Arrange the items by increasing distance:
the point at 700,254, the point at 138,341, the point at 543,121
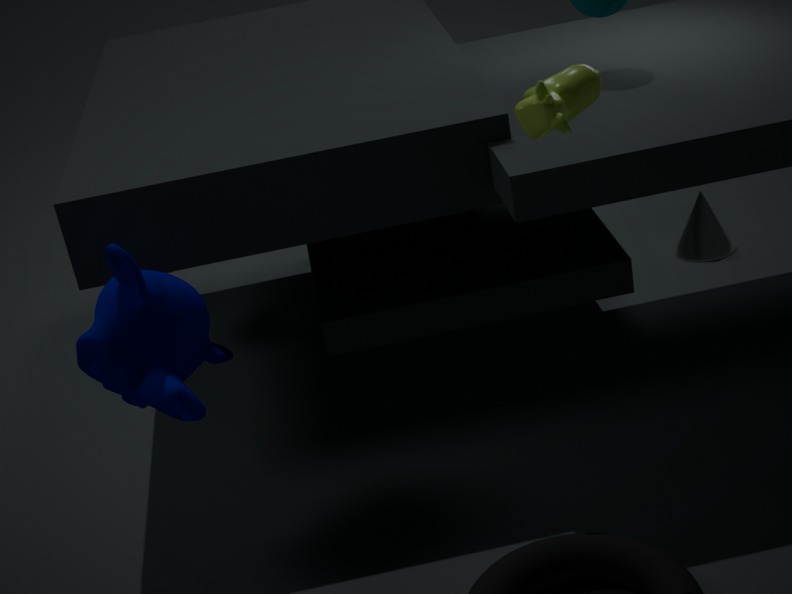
1. the point at 543,121
2. the point at 138,341
3. the point at 700,254
